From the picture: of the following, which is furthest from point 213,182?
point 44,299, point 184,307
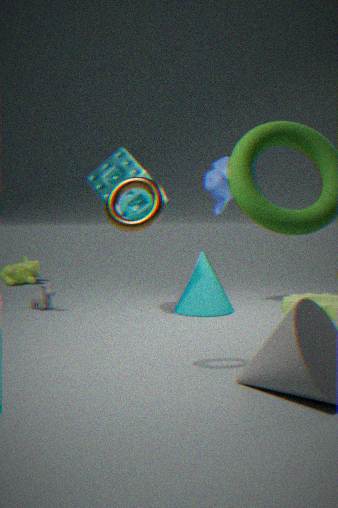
point 44,299
